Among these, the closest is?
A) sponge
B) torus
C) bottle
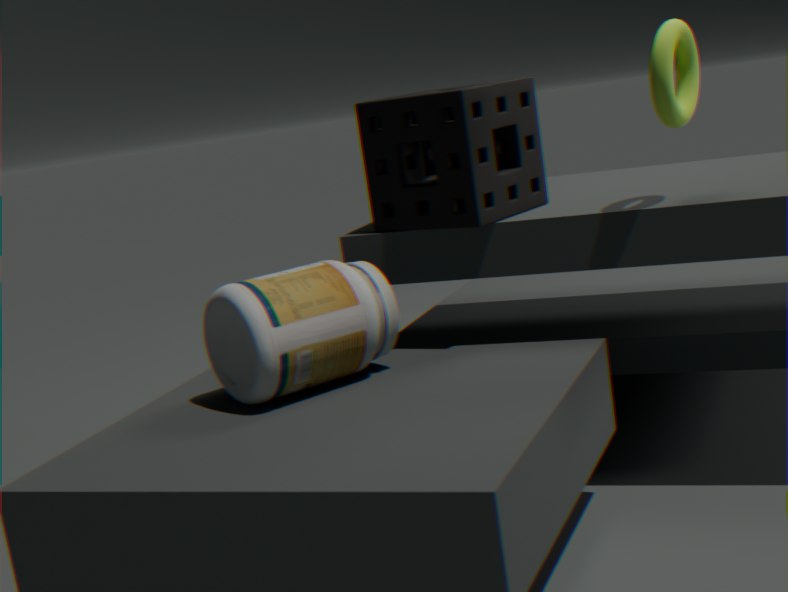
bottle
